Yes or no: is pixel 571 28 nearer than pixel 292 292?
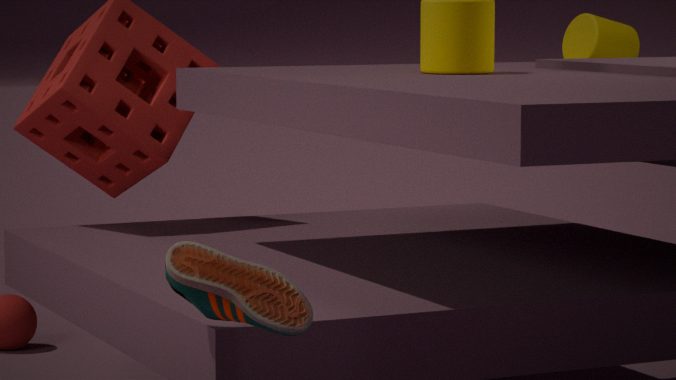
No
